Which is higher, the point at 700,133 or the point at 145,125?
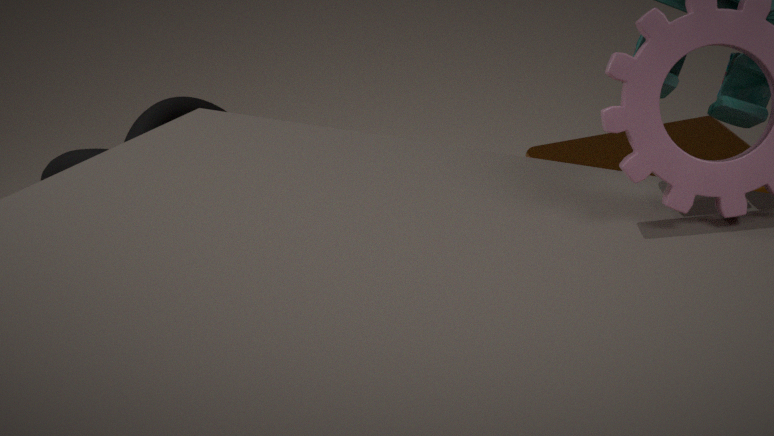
the point at 700,133
